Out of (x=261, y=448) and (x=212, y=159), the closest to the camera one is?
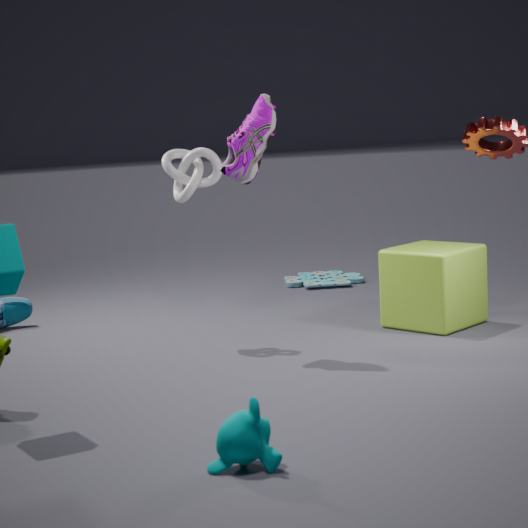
(x=261, y=448)
